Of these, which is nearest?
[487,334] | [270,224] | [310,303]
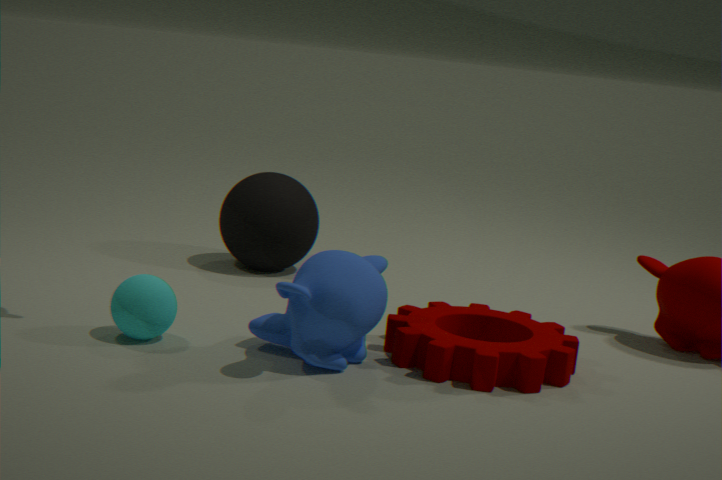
[310,303]
